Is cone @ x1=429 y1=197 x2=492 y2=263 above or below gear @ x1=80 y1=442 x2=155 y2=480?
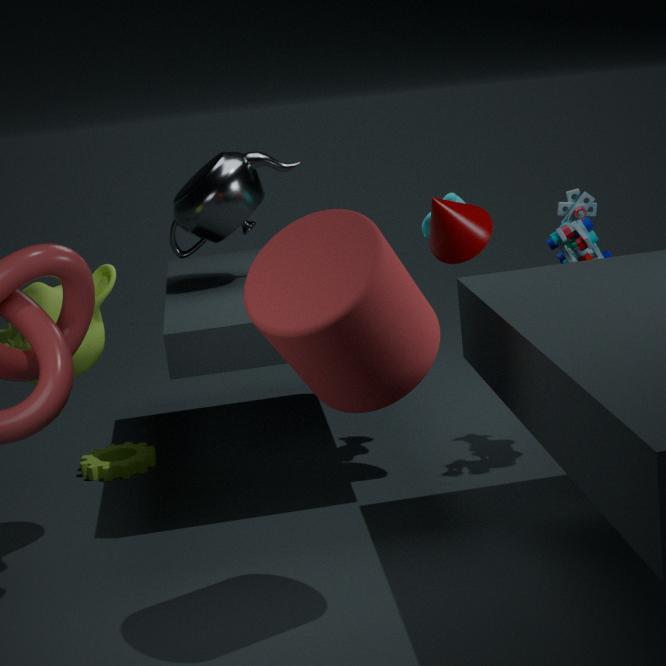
above
